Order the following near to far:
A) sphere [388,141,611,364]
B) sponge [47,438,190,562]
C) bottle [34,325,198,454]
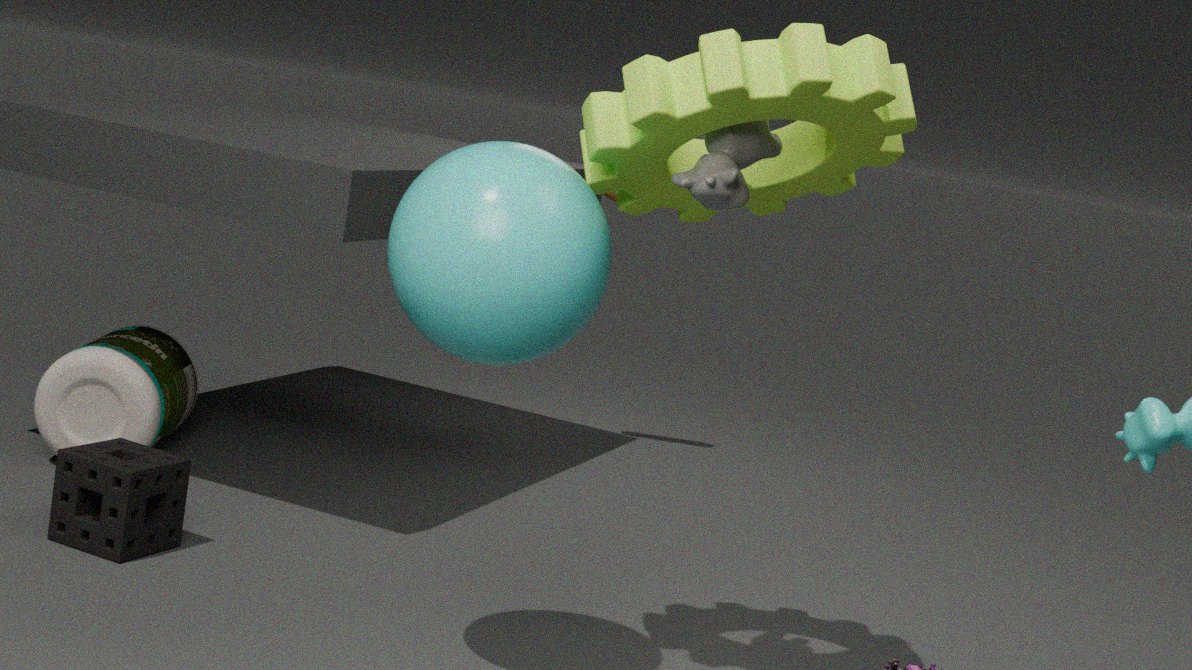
sphere [388,141,611,364] < sponge [47,438,190,562] < bottle [34,325,198,454]
